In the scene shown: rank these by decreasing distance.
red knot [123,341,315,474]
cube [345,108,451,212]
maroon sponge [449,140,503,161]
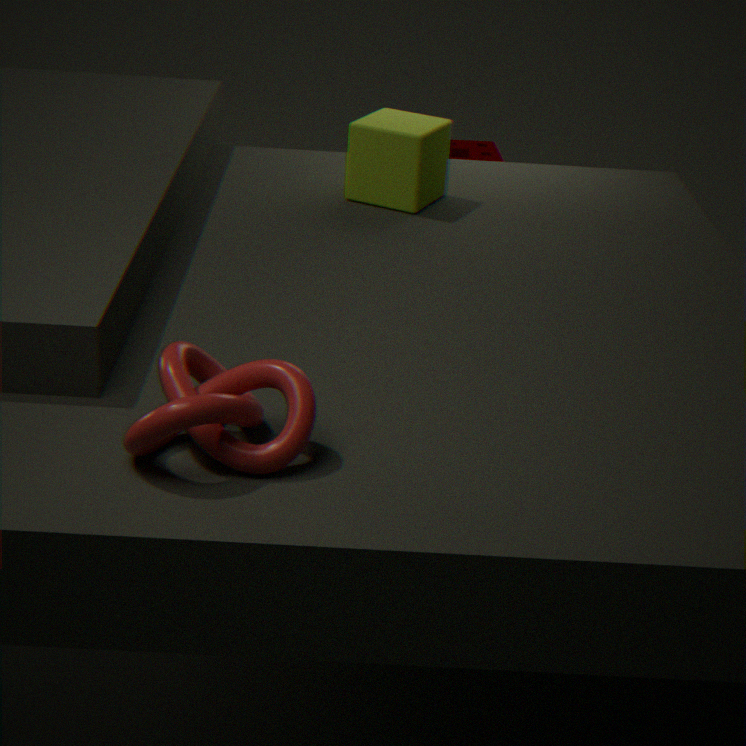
maroon sponge [449,140,503,161], cube [345,108,451,212], red knot [123,341,315,474]
